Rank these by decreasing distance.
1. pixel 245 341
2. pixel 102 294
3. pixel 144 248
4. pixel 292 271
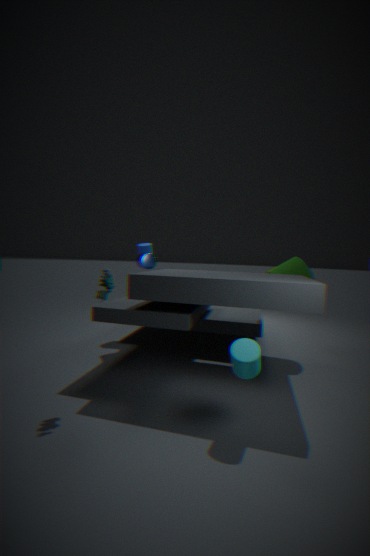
pixel 144 248 < pixel 292 271 < pixel 102 294 < pixel 245 341
